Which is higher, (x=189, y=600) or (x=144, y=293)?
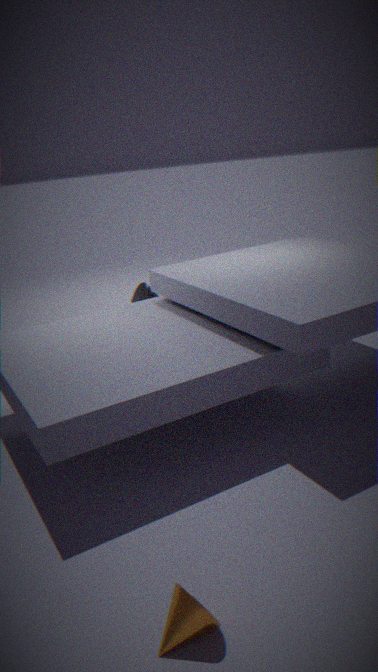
(x=144, y=293)
